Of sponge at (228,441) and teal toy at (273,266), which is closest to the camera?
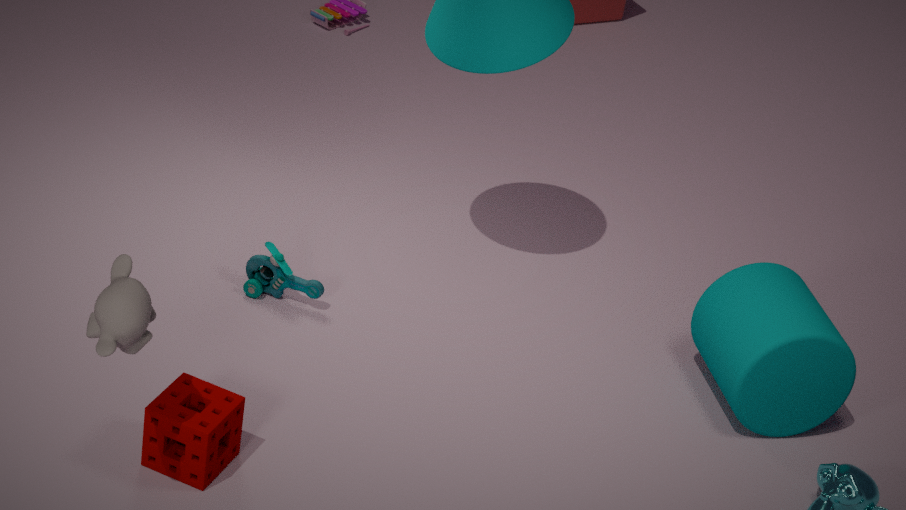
sponge at (228,441)
